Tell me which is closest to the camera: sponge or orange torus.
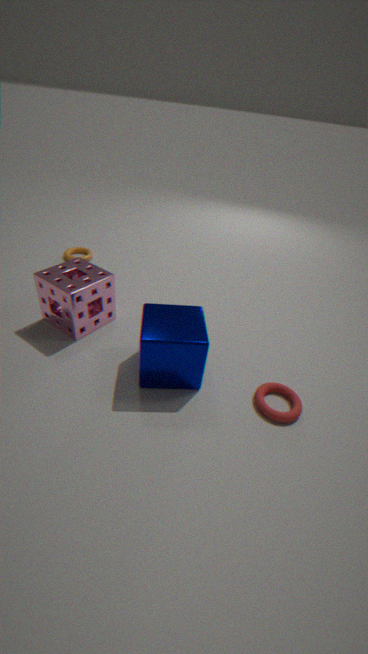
sponge
